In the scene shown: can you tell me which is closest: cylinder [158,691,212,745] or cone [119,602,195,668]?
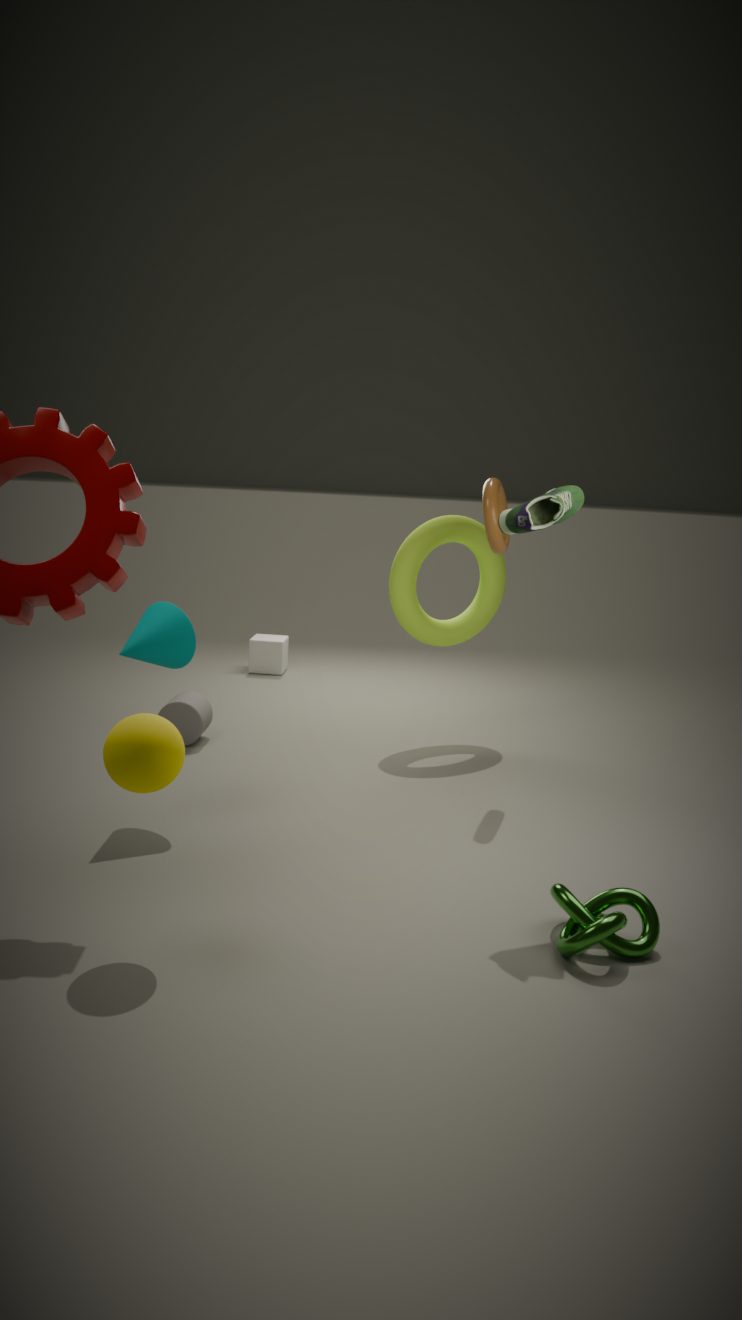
cone [119,602,195,668]
